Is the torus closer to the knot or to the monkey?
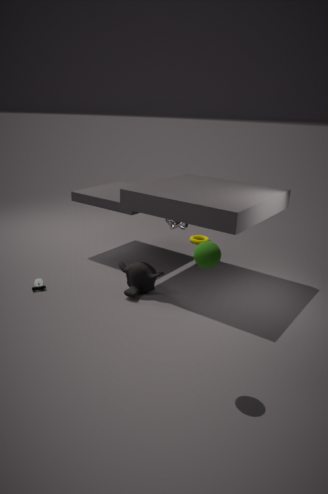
the knot
